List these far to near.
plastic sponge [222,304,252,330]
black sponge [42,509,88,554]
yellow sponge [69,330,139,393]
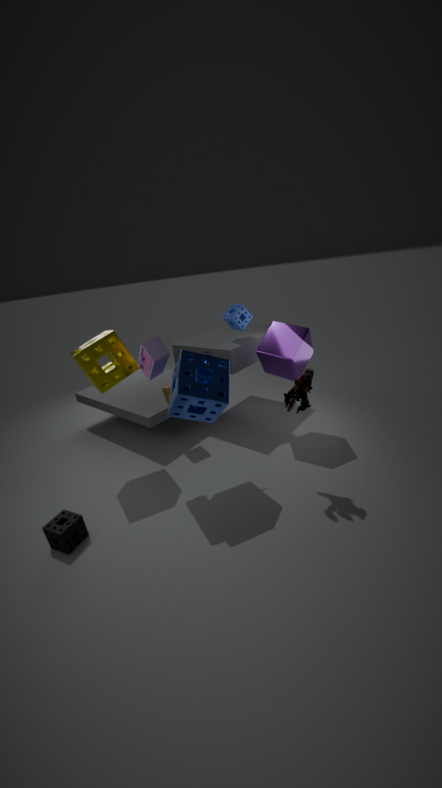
plastic sponge [222,304,252,330] → yellow sponge [69,330,139,393] → black sponge [42,509,88,554]
